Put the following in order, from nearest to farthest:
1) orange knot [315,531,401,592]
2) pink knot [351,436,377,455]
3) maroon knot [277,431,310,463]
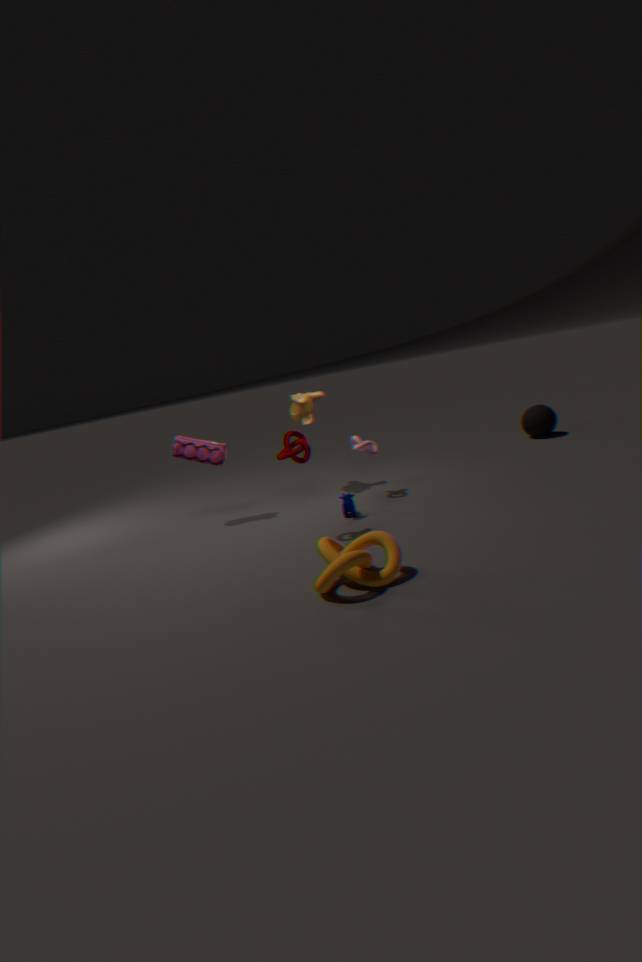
1. orange knot [315,531,401,592]
3. maroon knot [277,431,310,463]
2. pink knot [351,436,377,455]
